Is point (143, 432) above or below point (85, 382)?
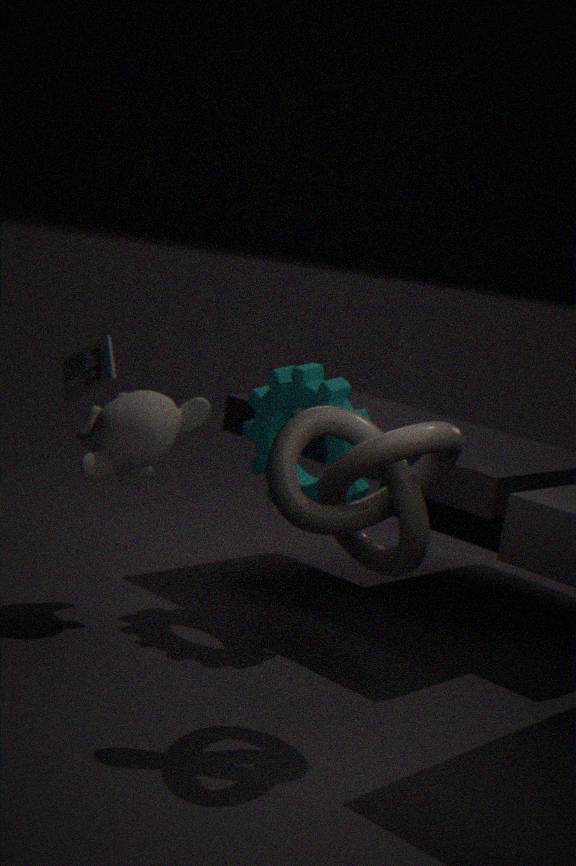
below
